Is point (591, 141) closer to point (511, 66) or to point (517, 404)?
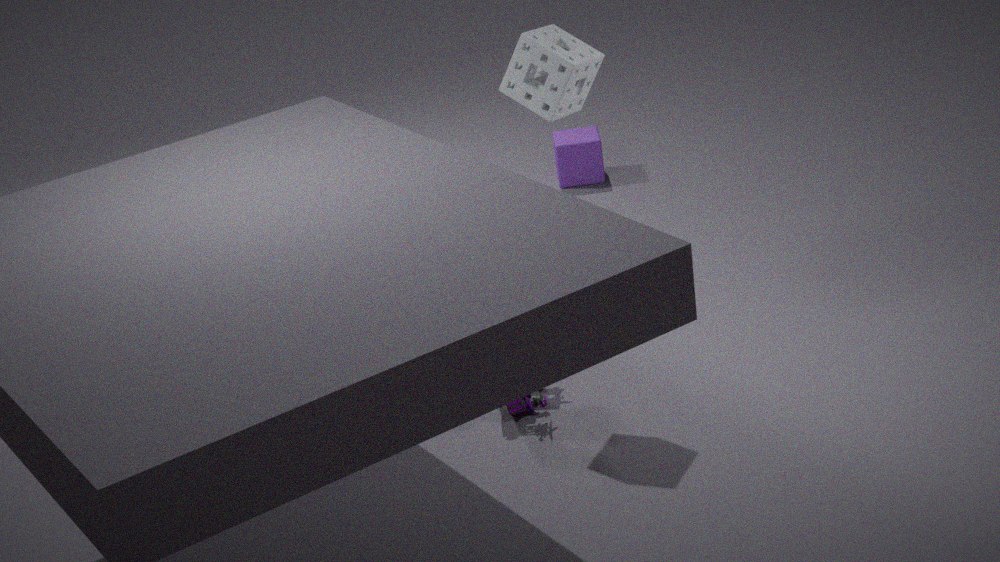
point (517, 404)
